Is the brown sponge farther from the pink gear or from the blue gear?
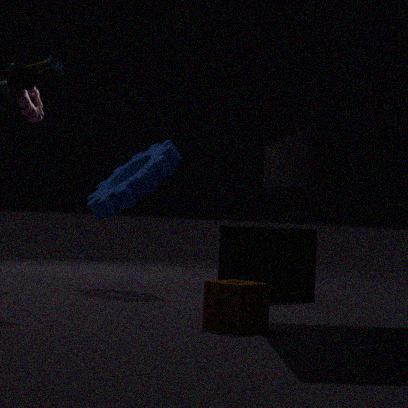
the pink gear
